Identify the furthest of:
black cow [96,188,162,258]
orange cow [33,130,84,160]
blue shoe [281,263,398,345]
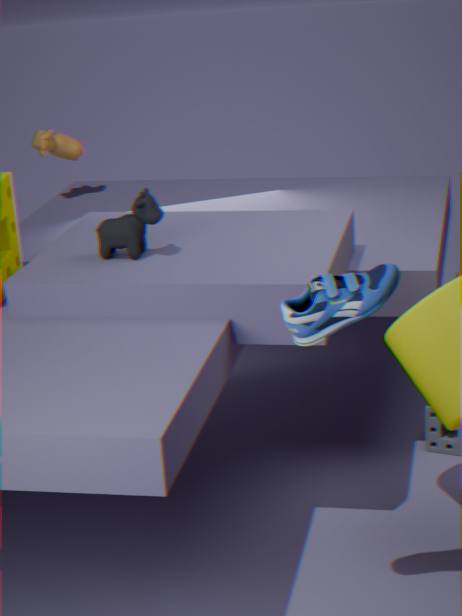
orange cow [33,130,84,160]
